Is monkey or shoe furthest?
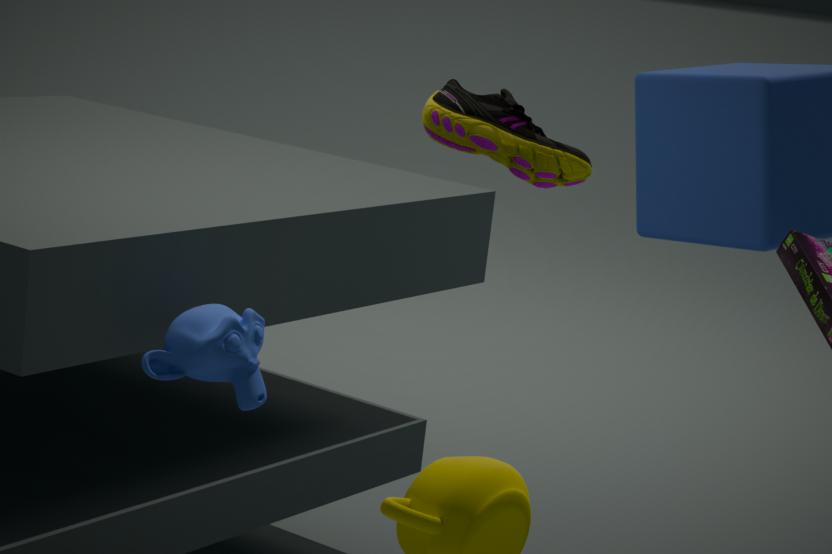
shoe
